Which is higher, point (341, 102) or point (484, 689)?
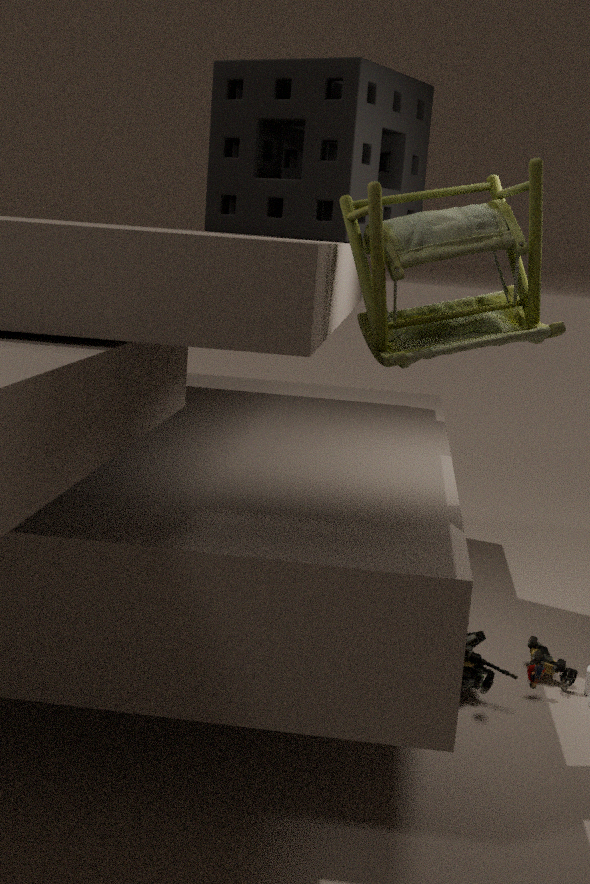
point (341, 102)
